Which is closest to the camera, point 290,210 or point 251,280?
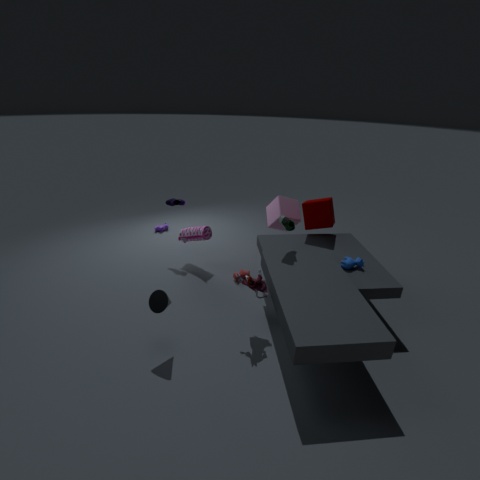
point 251,280
